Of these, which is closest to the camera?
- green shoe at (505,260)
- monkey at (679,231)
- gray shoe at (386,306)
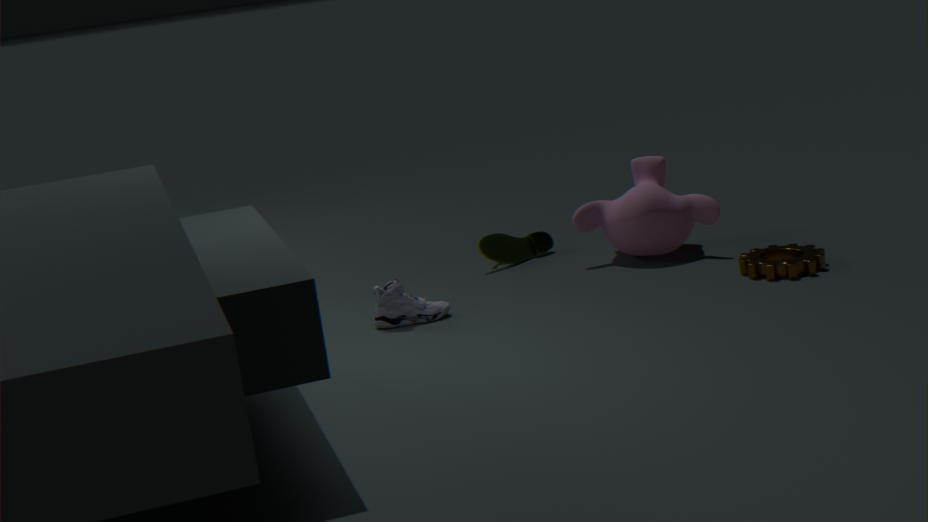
gray shoe at (386,306)
